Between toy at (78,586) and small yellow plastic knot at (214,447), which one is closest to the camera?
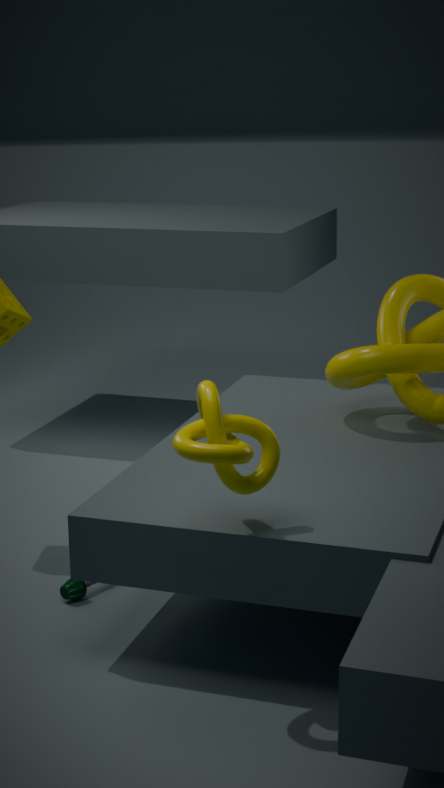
small yellow plastic knot at (214,447)
